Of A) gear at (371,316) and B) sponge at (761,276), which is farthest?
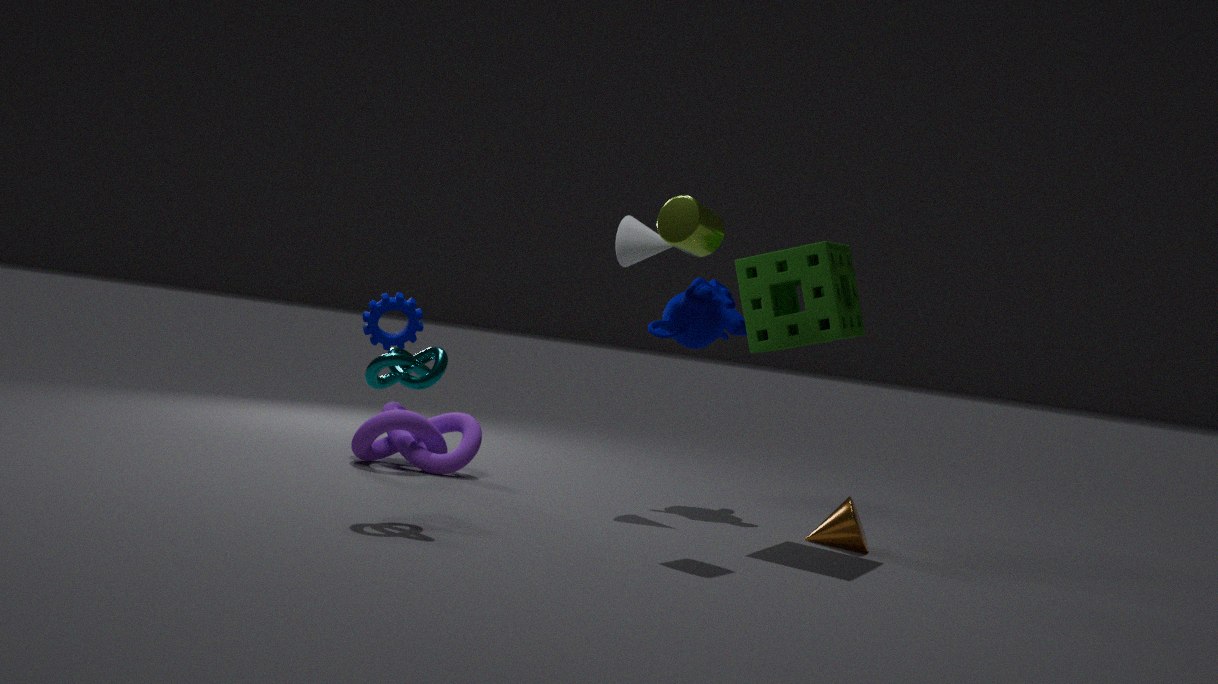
A. gear at (371,316)
